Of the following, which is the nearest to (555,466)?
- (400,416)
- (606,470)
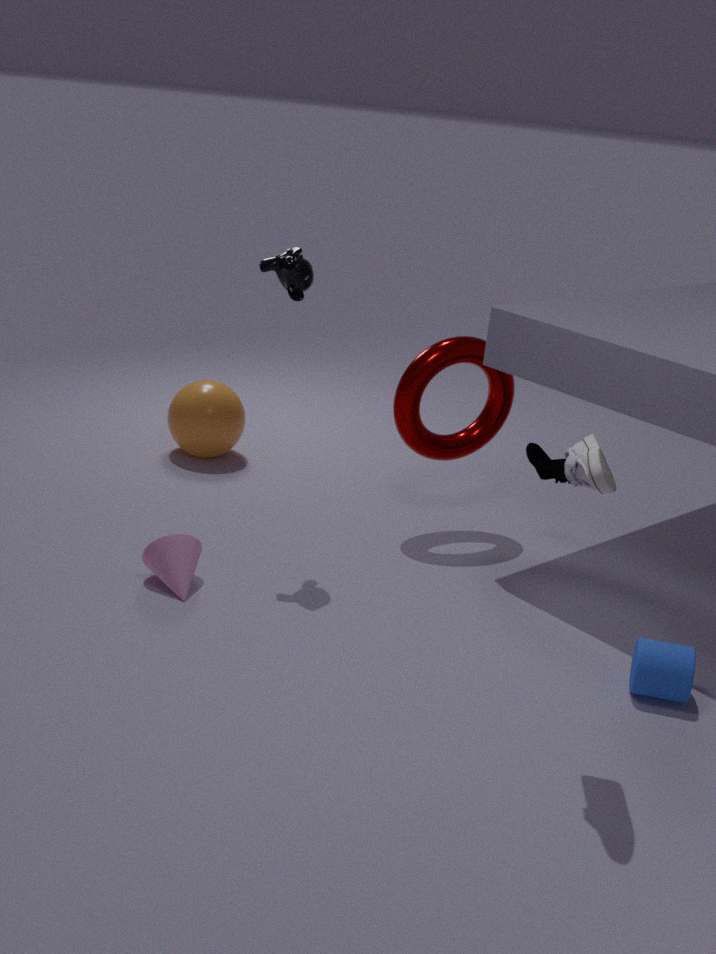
(400,416)
